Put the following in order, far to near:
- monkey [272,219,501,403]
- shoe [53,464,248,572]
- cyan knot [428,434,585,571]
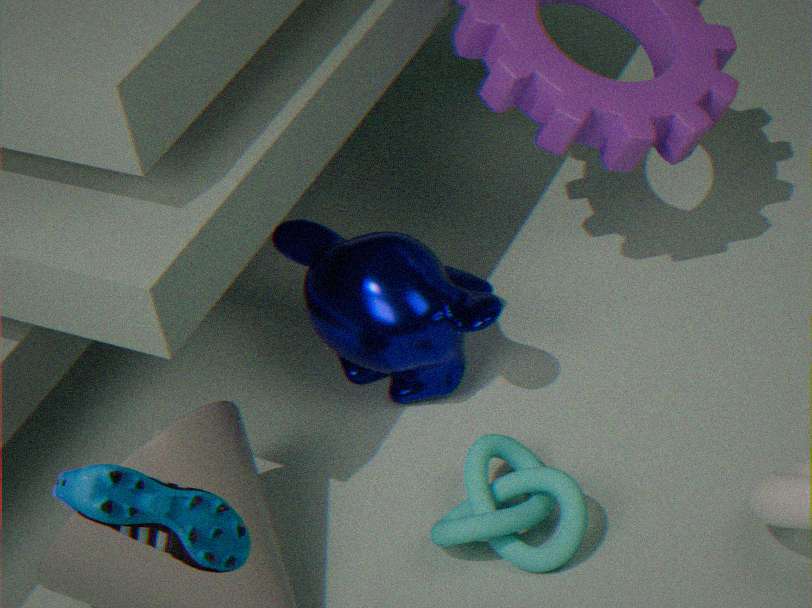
monkey [272,219,501,403] < cyan knot [428,434,585,571] < shoe [53,464,248,572]
